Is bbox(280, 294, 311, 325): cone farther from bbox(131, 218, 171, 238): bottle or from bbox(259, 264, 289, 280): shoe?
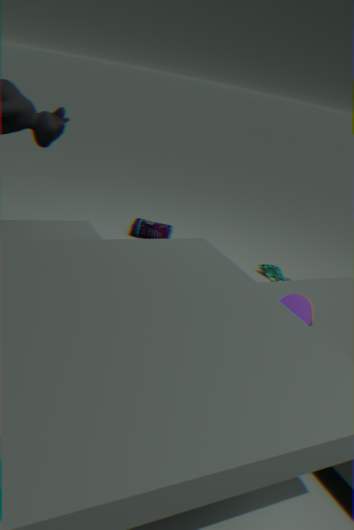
bbox(131, 218, 171, 238): bottle
